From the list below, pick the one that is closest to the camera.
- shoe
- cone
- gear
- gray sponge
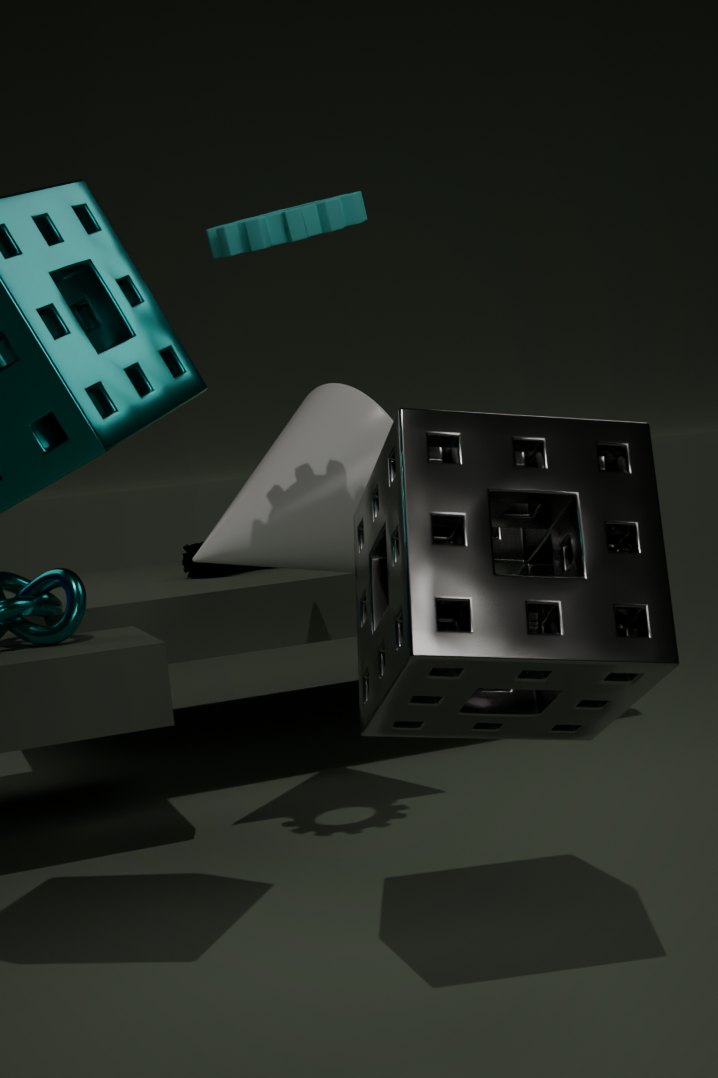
gray sponge
